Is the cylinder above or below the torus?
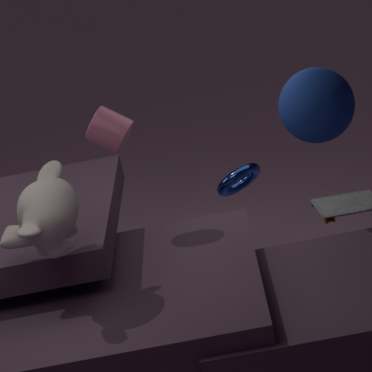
above
